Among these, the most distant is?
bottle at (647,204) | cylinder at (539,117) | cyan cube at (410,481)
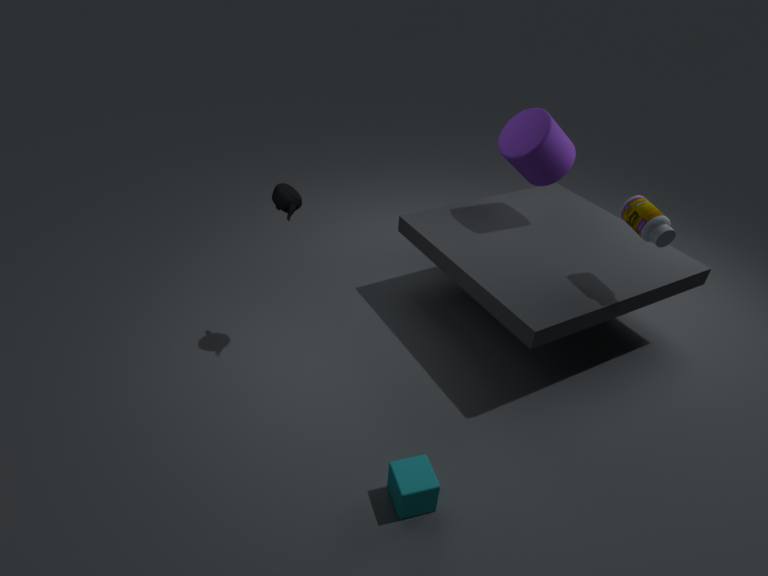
cylinder at (539,117)
